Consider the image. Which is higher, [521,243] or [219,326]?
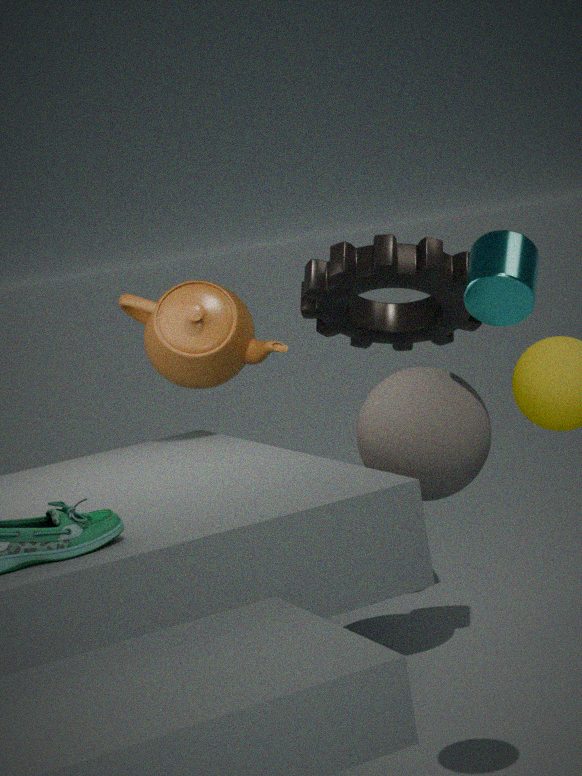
[521,243]
